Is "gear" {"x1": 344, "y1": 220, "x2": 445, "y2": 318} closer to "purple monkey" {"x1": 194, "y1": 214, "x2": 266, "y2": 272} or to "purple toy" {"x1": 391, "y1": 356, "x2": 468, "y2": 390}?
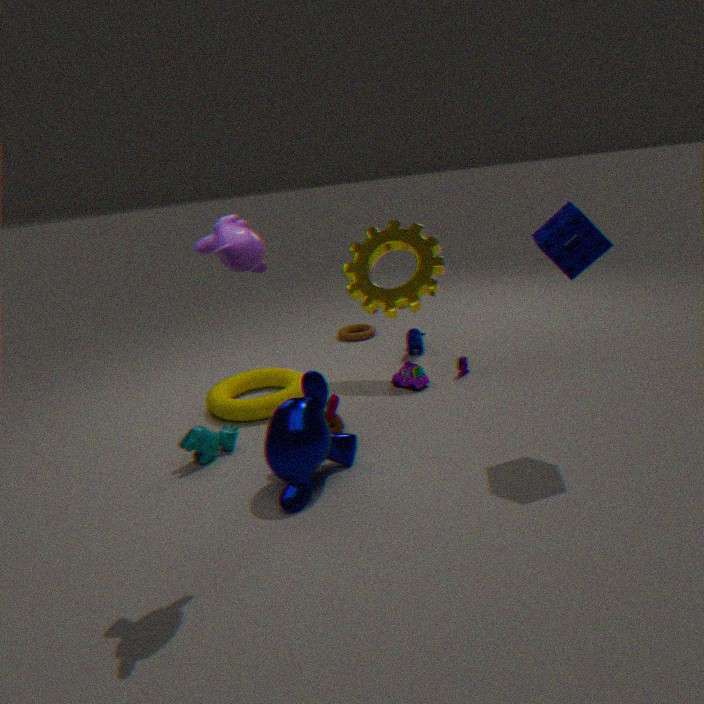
"purple toy" {"x1": 391, "y1": 356, "x2": 468, "y2": 390}
